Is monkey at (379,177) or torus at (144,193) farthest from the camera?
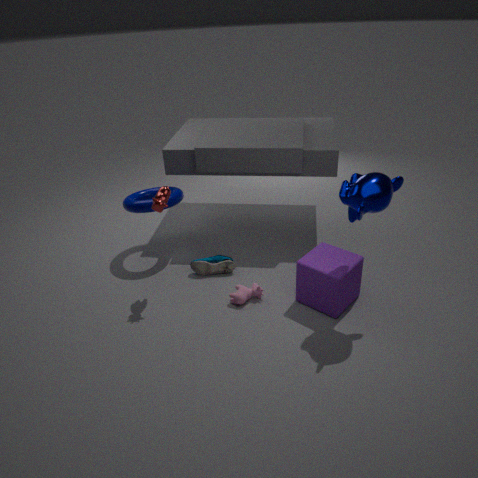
torus at (144,193)
